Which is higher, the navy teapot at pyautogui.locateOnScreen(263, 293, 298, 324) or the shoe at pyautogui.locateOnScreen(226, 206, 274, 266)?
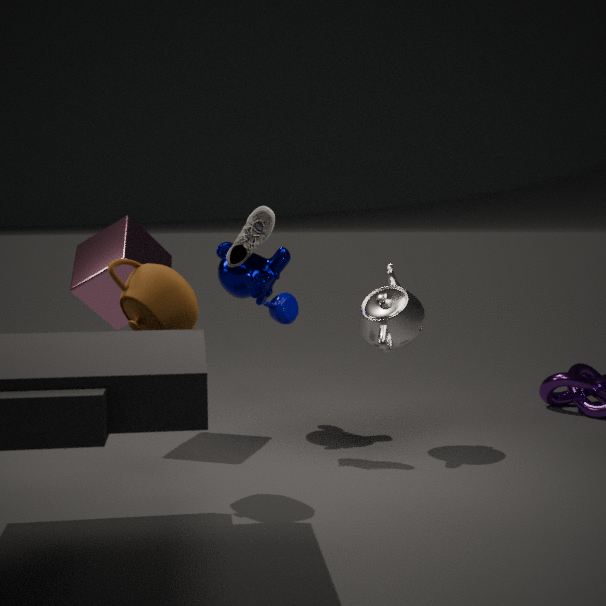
the shoe at pyautogui.locateOnScreen(226, 206, 274, 266)
